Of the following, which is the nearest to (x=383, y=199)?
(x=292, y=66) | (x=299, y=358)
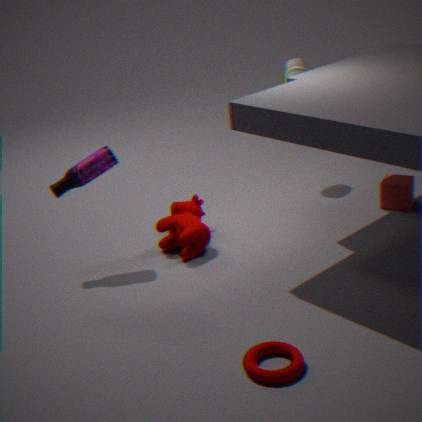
(x=292, y=66)
